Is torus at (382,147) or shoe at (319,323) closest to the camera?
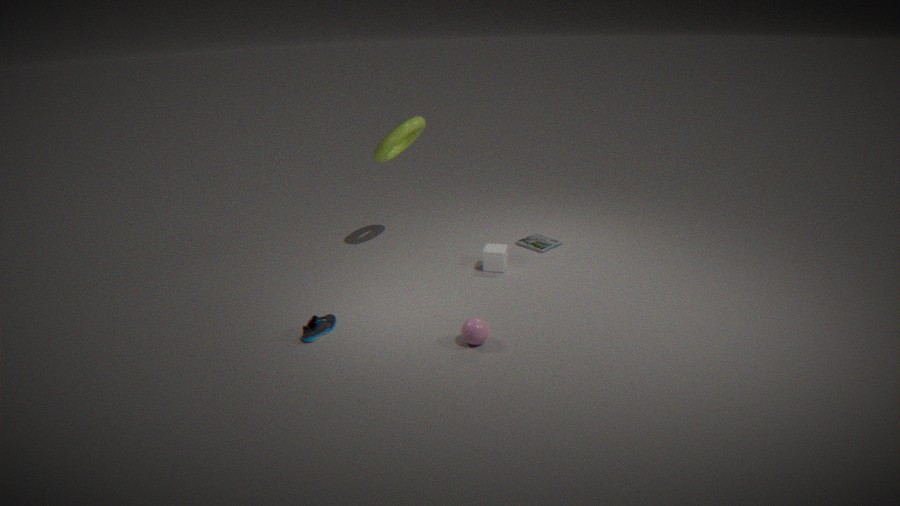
shoe at (319,323)
